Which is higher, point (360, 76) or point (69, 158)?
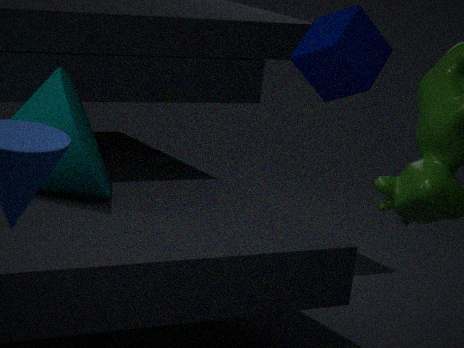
point (360, 76)
